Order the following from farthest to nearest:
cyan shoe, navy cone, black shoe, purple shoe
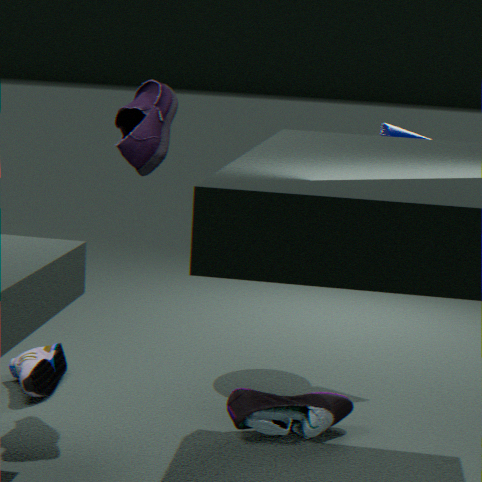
1. navy cone
2. cyan shoe
3. purple shoe
4. black shoe
